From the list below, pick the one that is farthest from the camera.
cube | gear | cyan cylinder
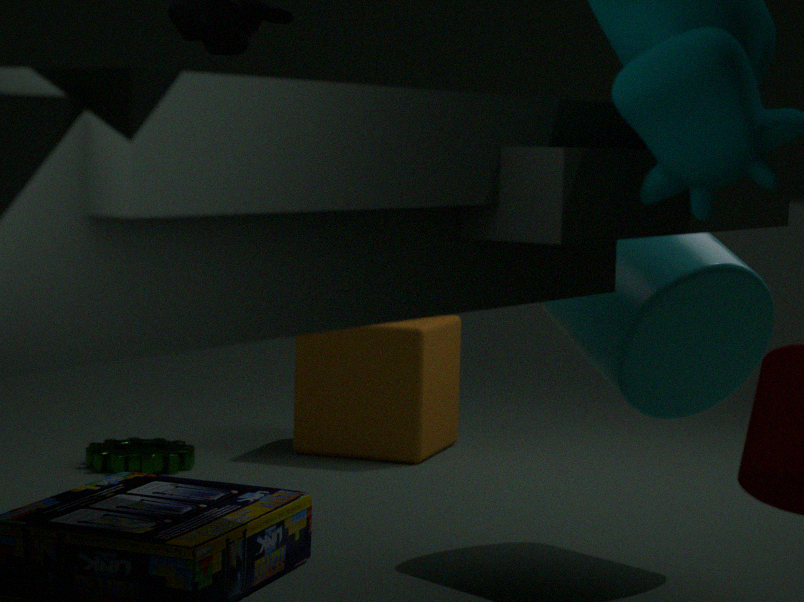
cube
